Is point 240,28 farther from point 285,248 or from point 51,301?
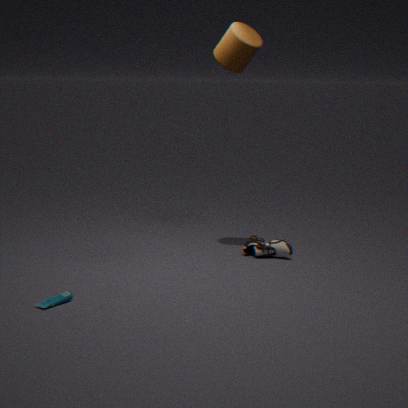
point 51,301
